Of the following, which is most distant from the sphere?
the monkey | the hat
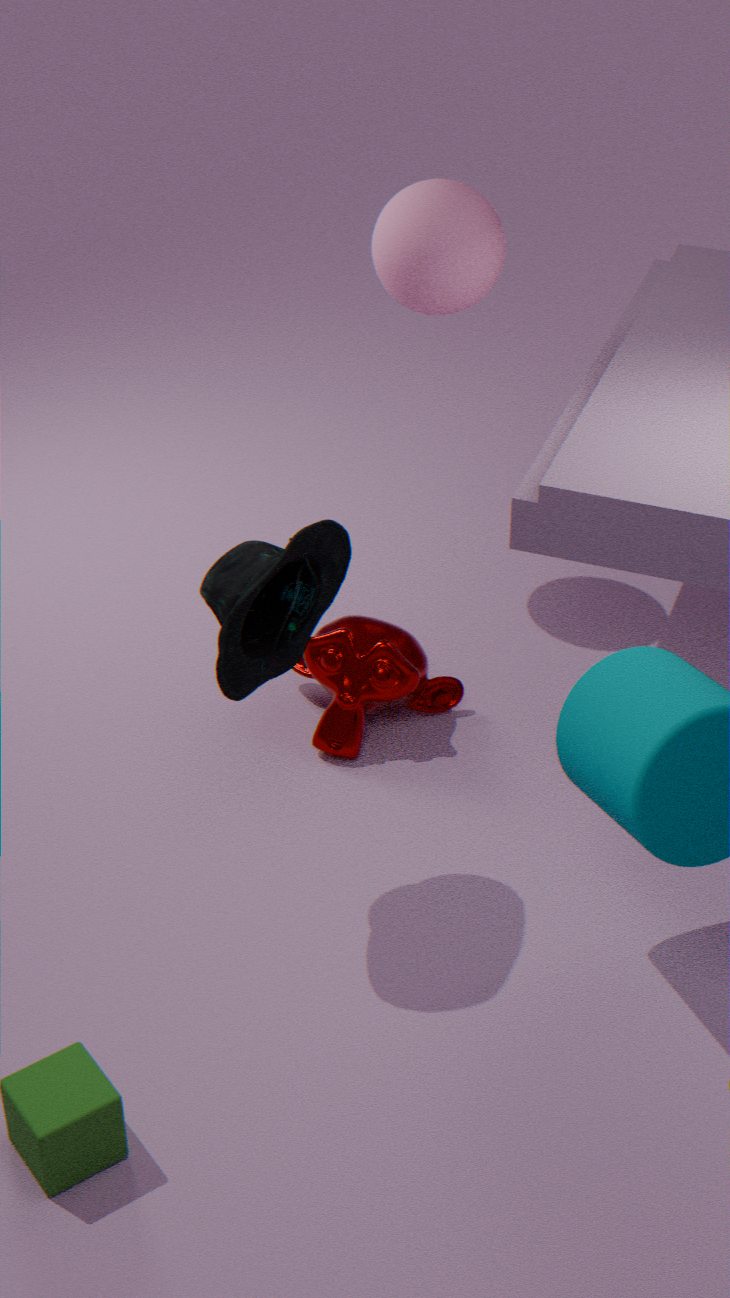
the hat
